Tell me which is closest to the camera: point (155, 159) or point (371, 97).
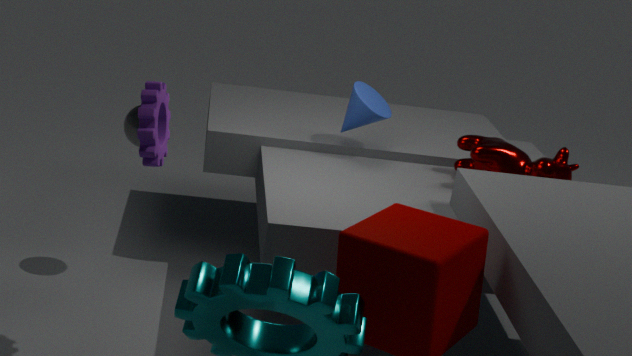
point (155, 159)
